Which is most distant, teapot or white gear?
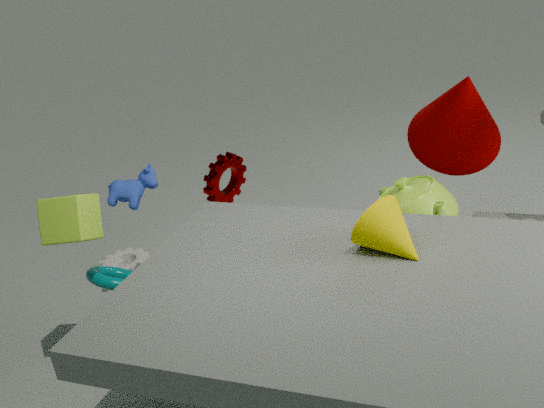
white gear
